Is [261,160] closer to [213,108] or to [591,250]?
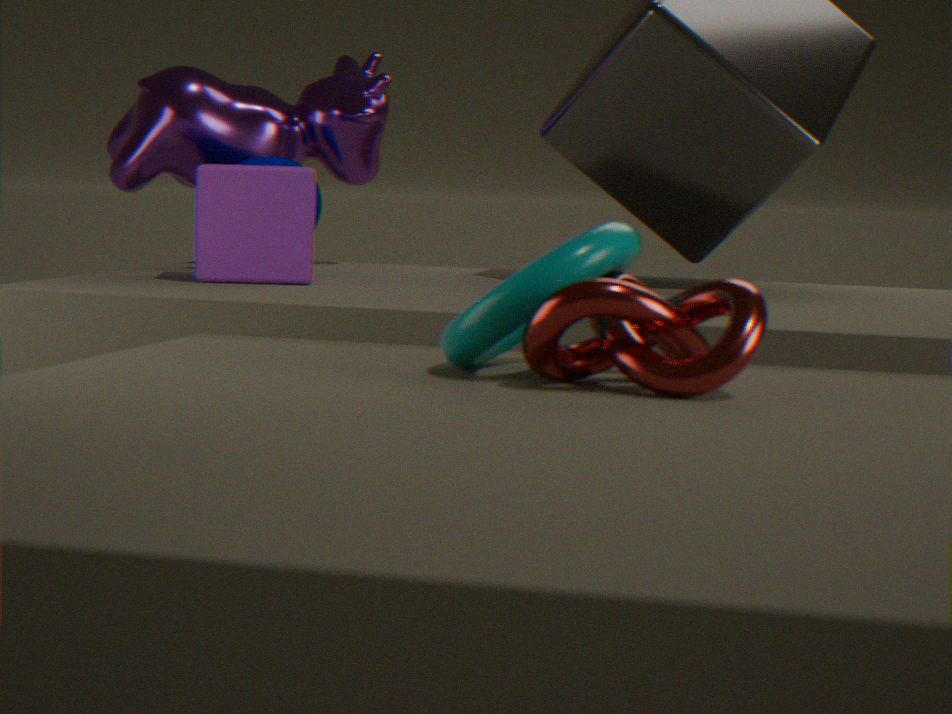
[213,108]
